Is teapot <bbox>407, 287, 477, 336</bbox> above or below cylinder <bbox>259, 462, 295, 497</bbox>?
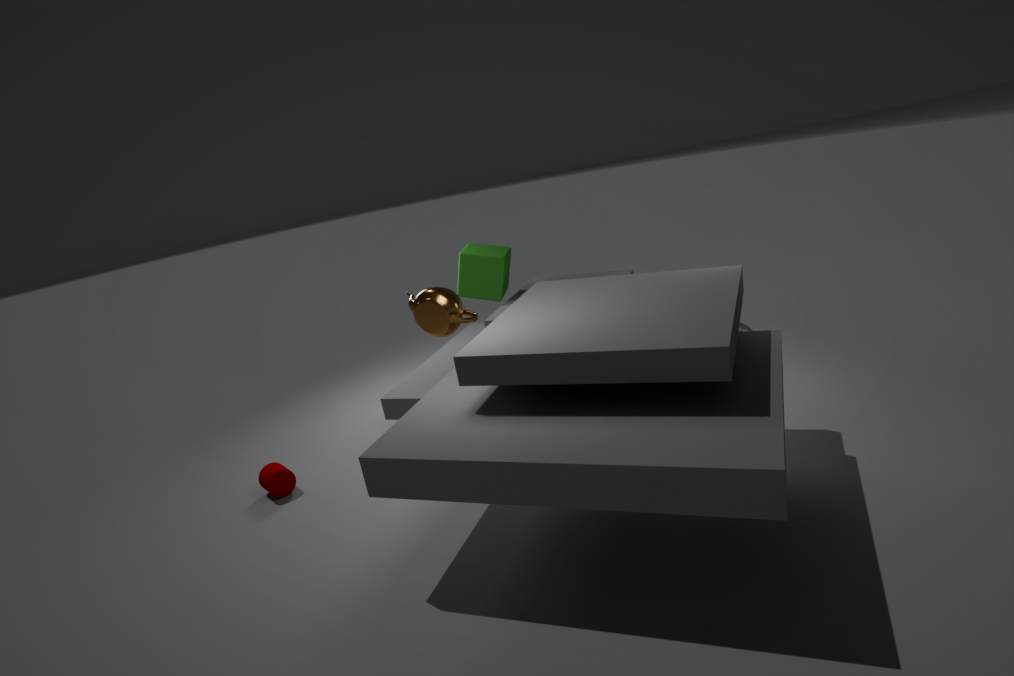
above
